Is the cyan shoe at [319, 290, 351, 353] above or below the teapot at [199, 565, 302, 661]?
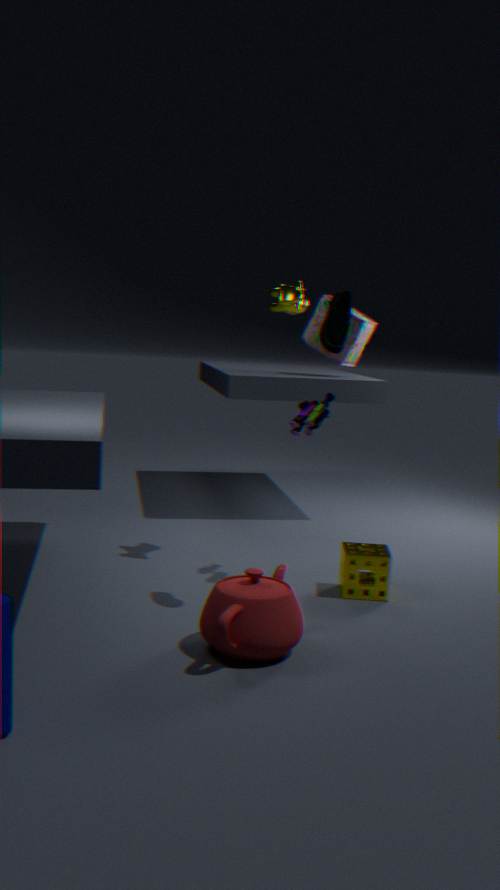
above
